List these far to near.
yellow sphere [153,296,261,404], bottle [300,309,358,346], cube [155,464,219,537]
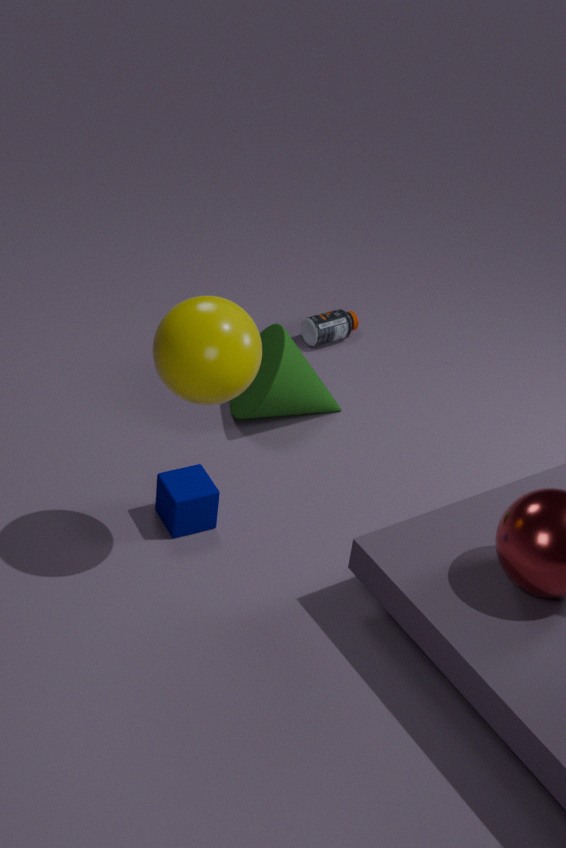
bottle [300,309,358,346]
cube [155,464,219,537]
yellow sphere [153,296,261,404]
